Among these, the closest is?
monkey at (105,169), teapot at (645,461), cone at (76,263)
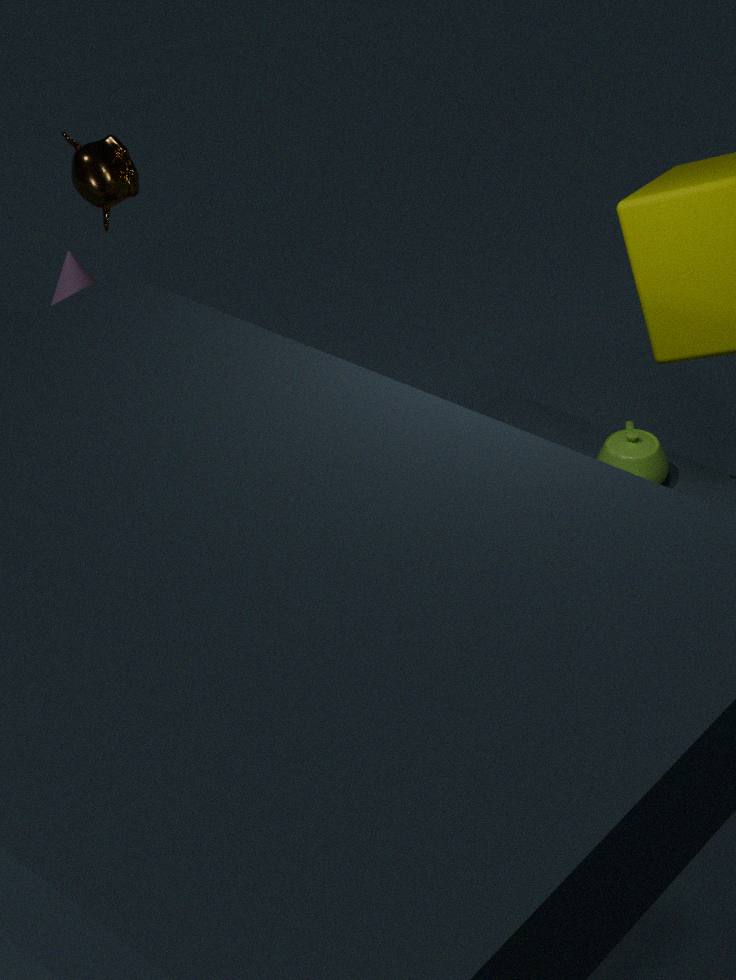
teapot at (645,461)
